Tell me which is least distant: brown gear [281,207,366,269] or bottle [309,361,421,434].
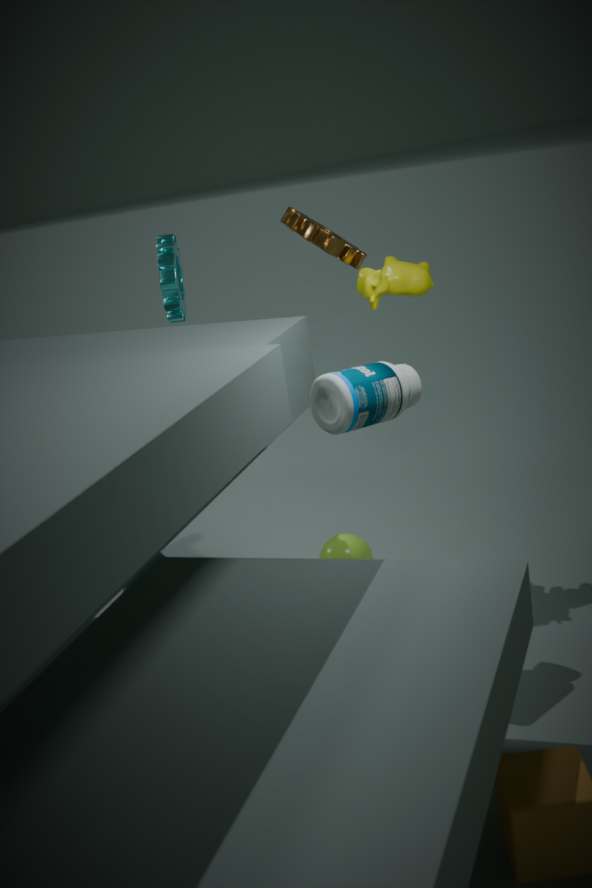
bottle [309,361,421,434]
